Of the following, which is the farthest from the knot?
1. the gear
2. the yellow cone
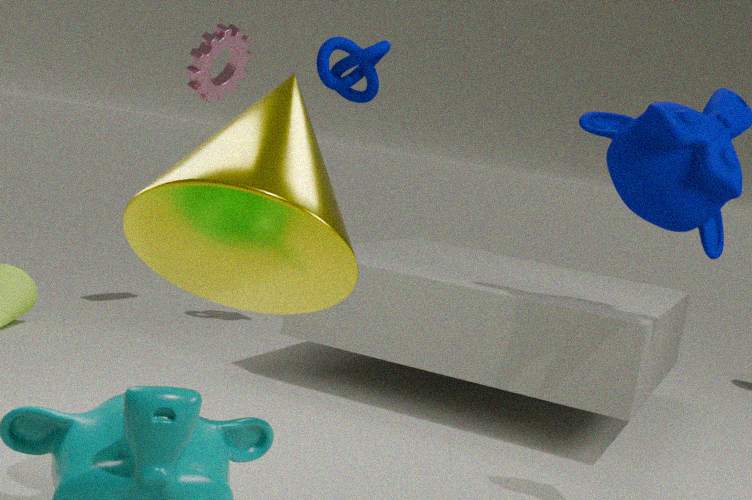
the yellow cone
